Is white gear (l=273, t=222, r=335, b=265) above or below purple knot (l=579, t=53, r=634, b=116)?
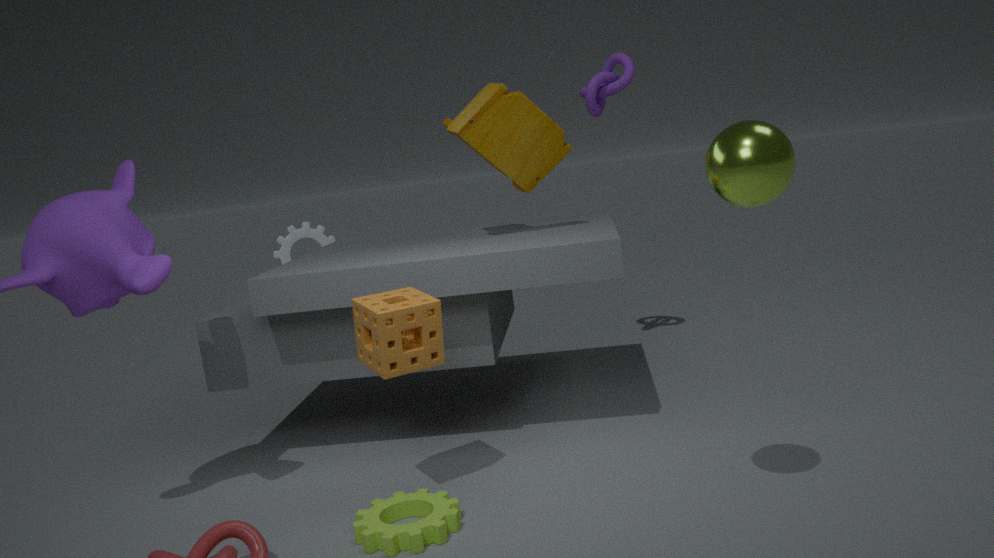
below
